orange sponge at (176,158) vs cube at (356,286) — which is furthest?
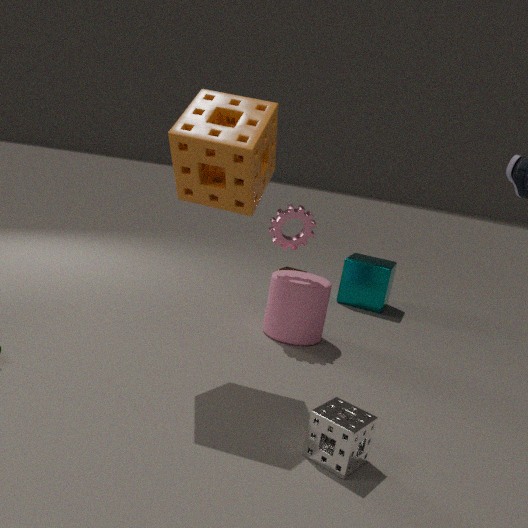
cube at (356,286)
